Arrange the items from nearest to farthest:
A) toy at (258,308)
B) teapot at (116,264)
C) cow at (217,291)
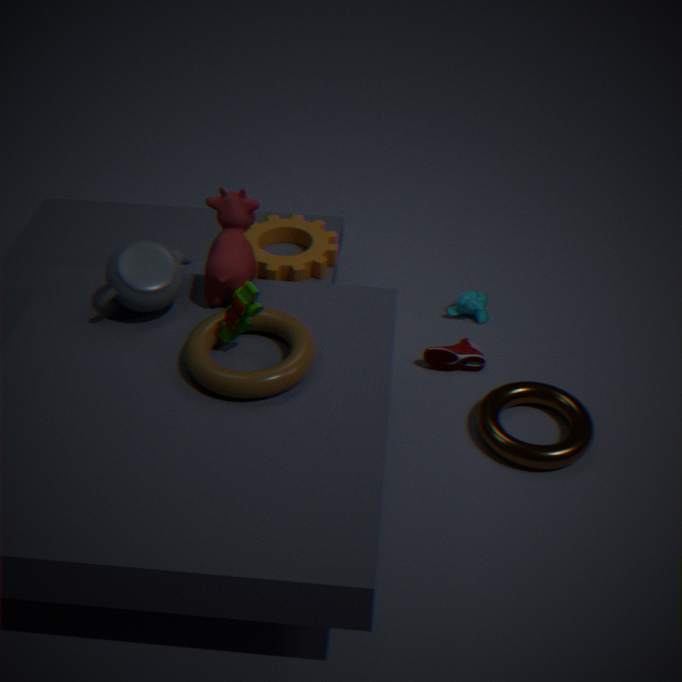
toy at (258,308) < teapot at (116,264) < cow at (217,291)
